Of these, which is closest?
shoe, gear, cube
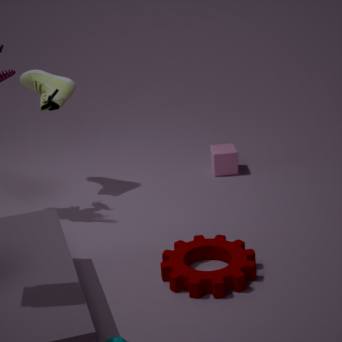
gear
